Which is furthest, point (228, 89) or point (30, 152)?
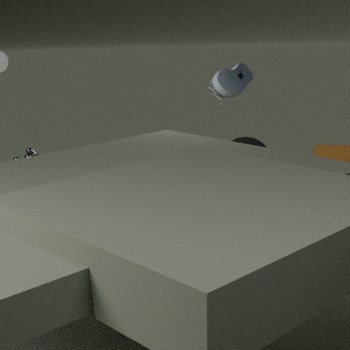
point (30, 152)
